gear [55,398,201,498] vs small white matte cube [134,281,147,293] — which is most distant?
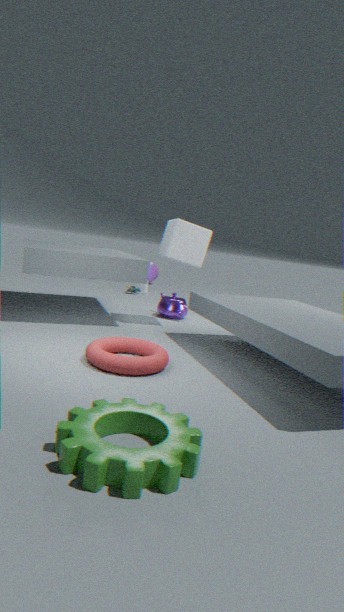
small white matte cube [134,281,147,293]
